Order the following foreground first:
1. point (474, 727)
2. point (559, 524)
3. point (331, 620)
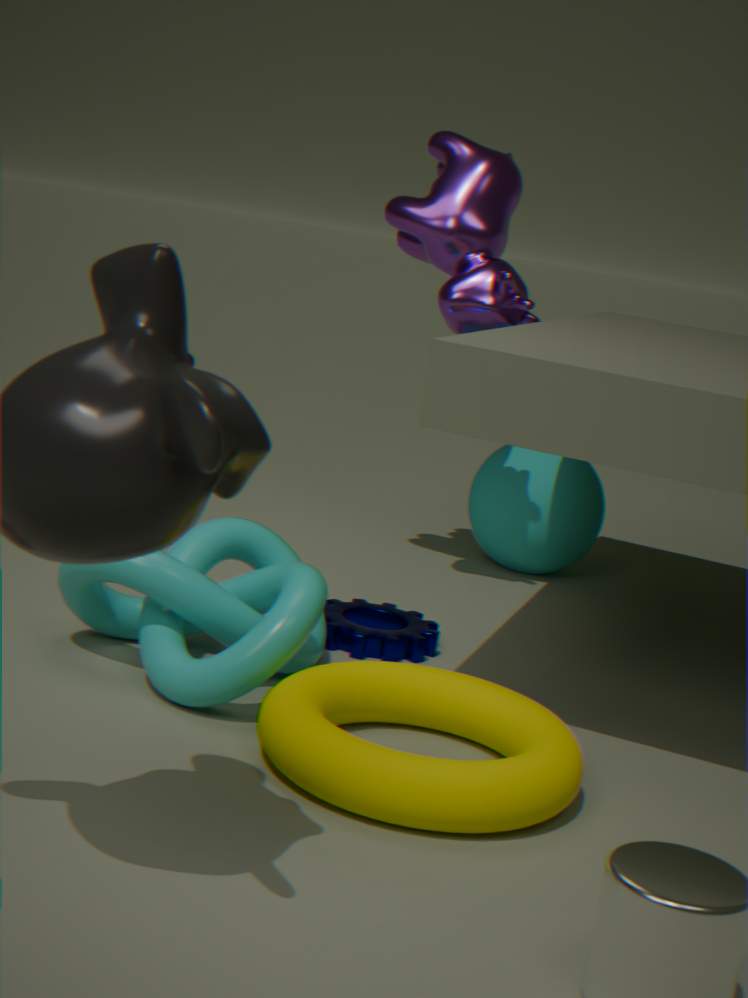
point (474, 727), point (331, 620), point (559, 524)
